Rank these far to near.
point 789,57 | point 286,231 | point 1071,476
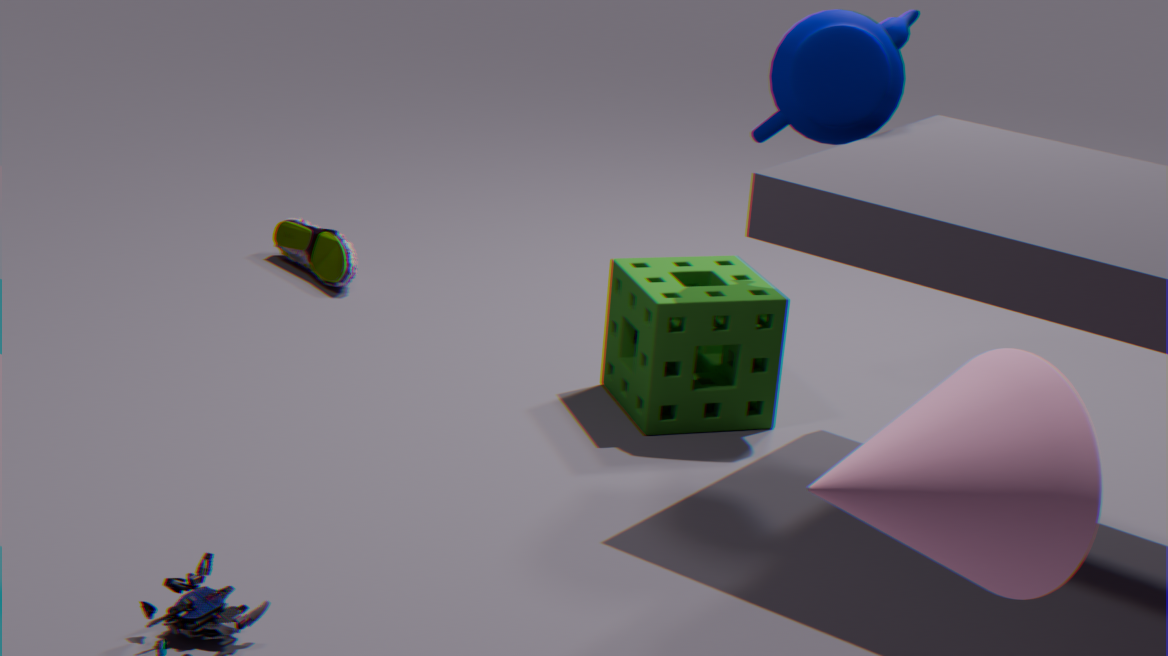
point 286,231, point 789,57, point 1071,476
